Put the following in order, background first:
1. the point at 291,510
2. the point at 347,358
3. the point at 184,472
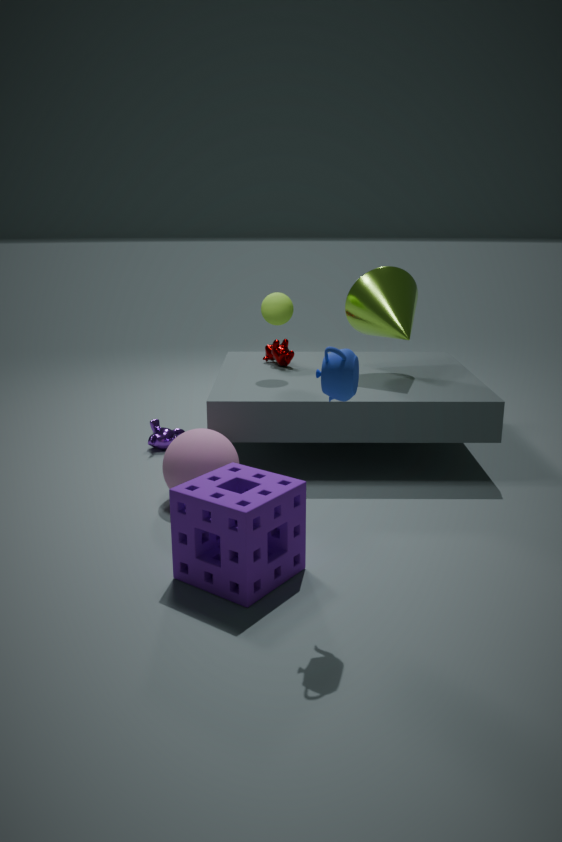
the point at 184,472, the point at 291,510, the point at 347,358
